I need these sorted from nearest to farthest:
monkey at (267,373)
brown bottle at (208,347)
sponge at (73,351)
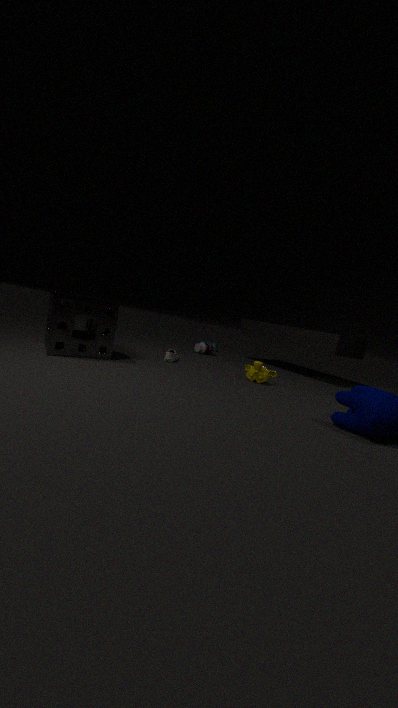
sponge at (73,351) → monkey at (267,373) → brown bottle at (208,347)
